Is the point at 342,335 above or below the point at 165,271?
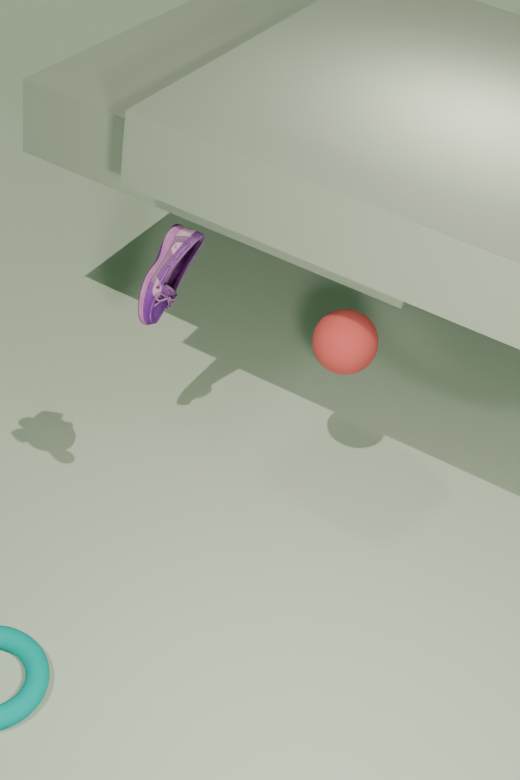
below
